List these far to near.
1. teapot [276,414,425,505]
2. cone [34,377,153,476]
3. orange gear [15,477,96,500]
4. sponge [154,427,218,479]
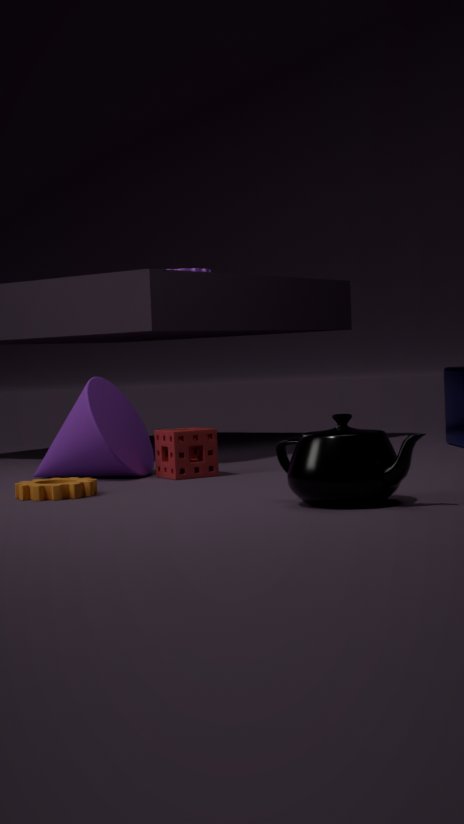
1. cone [34,377,153,476]
2. sponge [154,427,218,479]
3. orange gear [15,477,96,500]
4. teapot [276,414,425,505]
